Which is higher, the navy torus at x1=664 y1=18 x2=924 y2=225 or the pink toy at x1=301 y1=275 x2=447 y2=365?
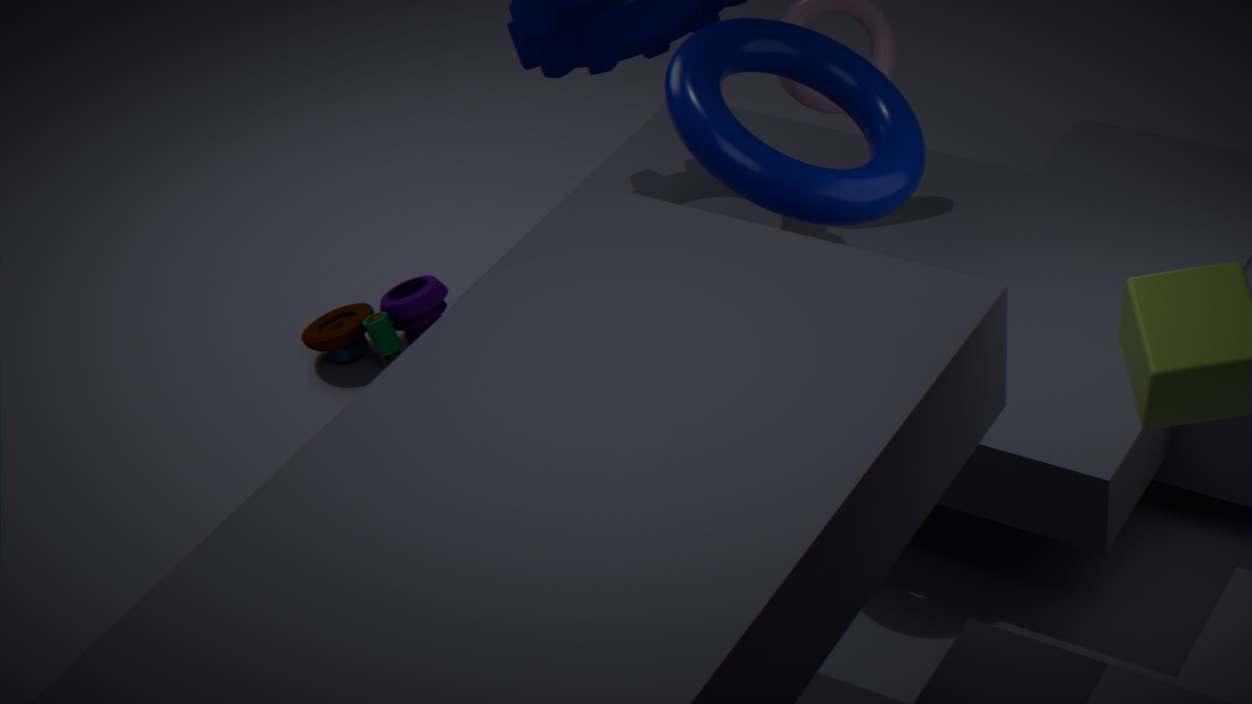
the navy torus at x1=664 y1=18 x2=924 y2=225
